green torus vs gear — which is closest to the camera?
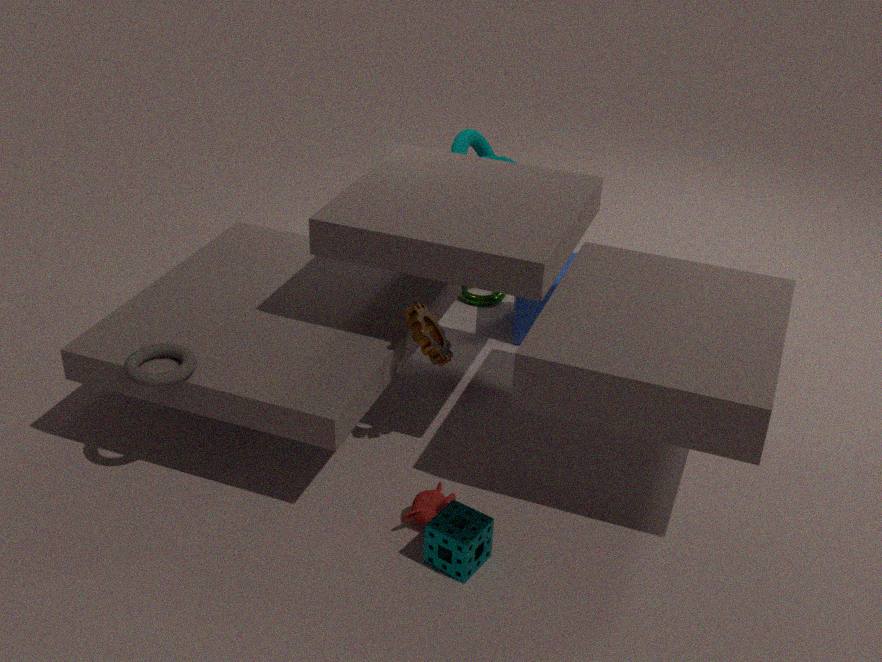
gear
